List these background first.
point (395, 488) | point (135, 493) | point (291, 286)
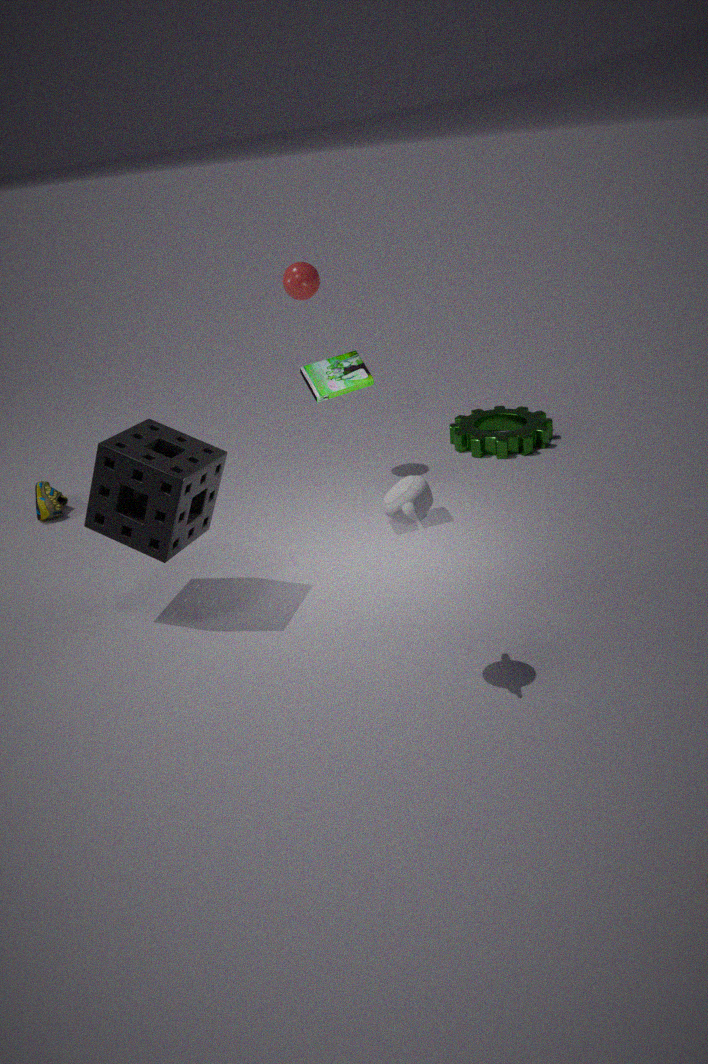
point (291, 286) → point (135, 493) → point (395, 488)
